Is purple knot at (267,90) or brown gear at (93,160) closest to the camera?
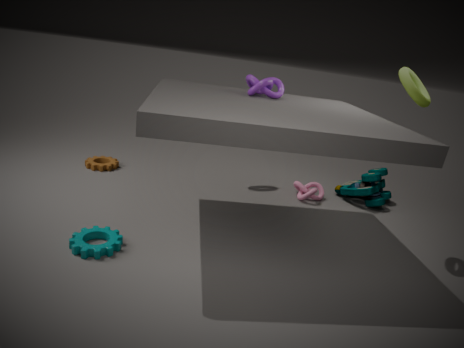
purple knot at (267,90)
